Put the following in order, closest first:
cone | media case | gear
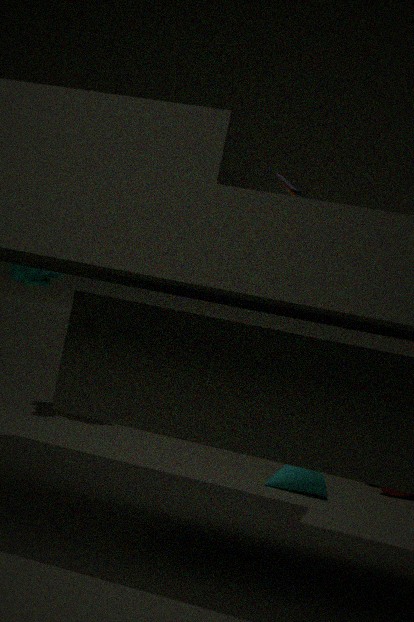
cone < media case < gear
